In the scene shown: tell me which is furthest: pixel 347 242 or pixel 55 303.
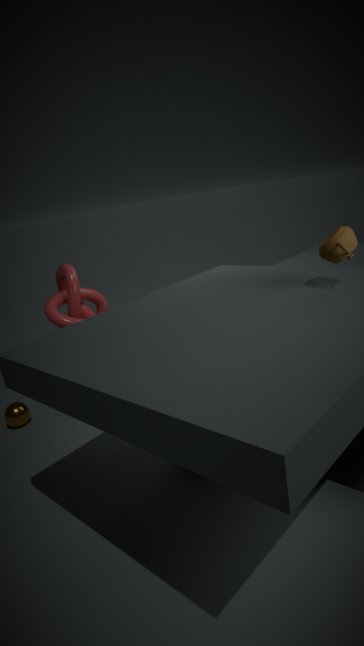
pixel 55 303
